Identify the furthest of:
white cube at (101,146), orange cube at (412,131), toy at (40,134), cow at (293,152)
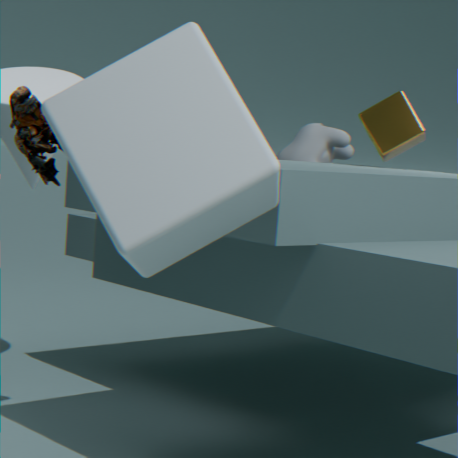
cow at (293,152)
